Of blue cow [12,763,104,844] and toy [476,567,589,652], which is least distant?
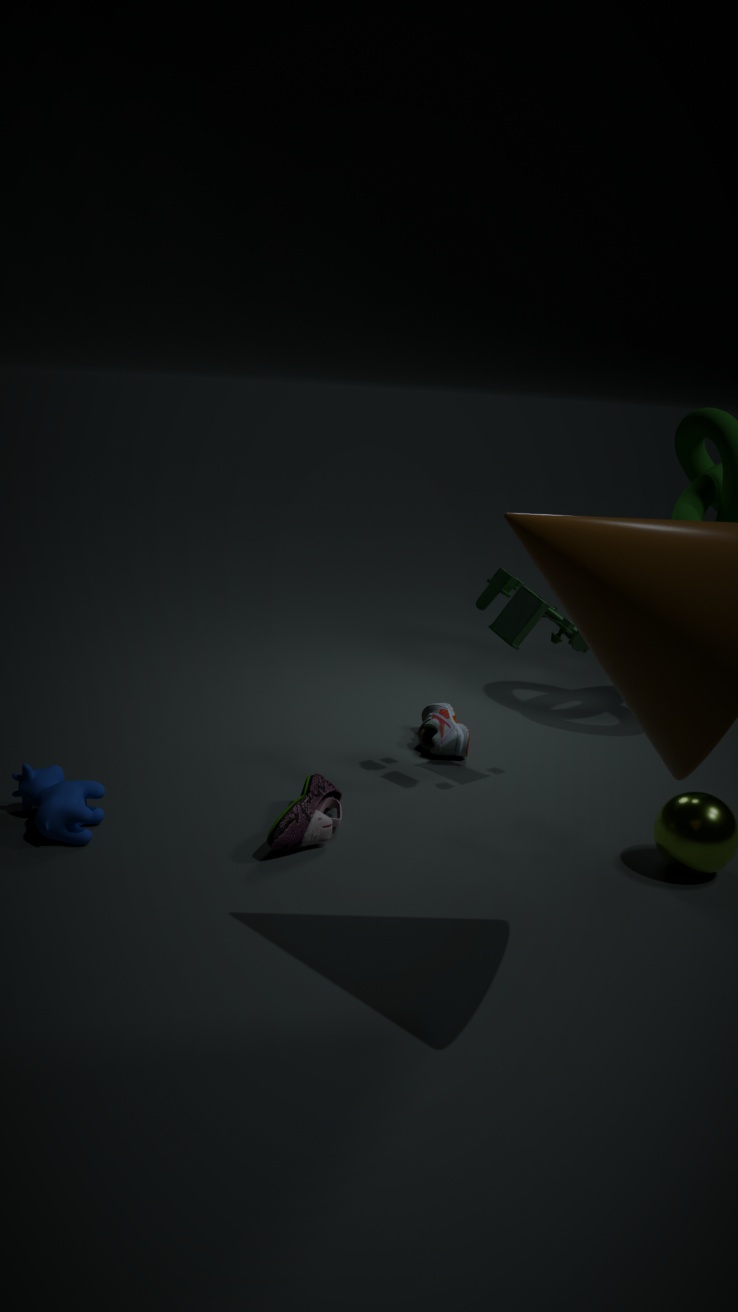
blue cow [12,763,104,844]
